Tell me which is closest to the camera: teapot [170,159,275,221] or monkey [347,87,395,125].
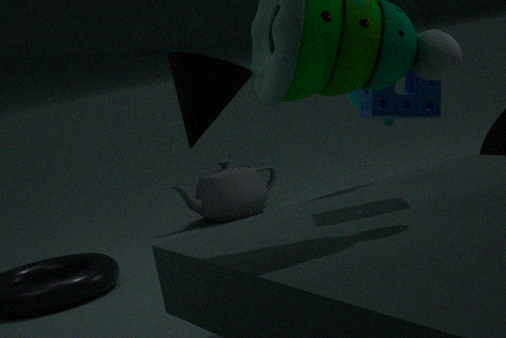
monkey [347,87,395,125]
